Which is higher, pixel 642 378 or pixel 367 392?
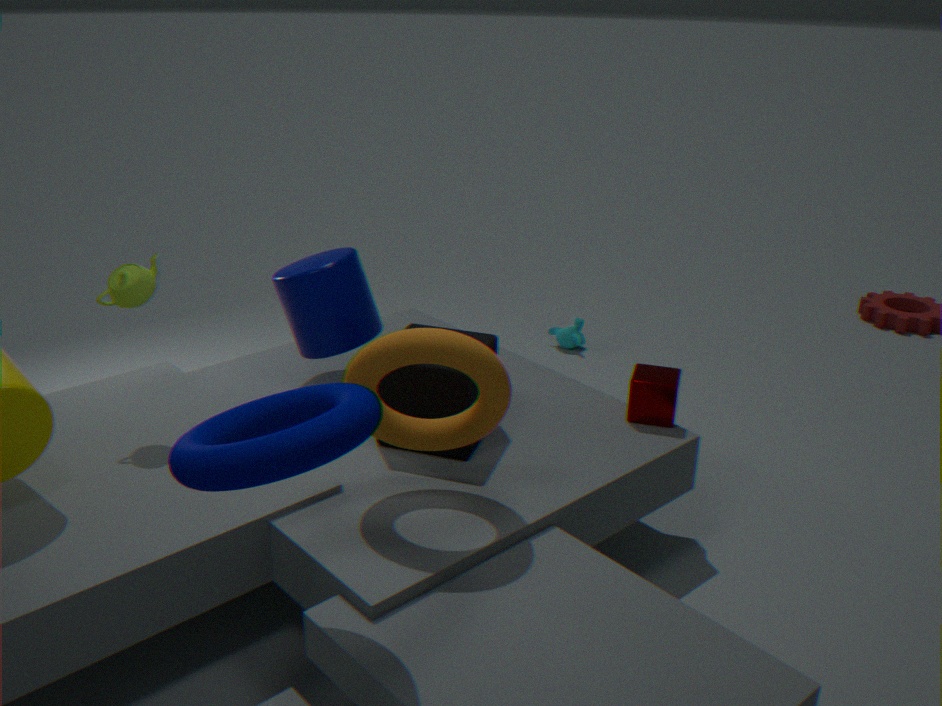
pixel 367 392
